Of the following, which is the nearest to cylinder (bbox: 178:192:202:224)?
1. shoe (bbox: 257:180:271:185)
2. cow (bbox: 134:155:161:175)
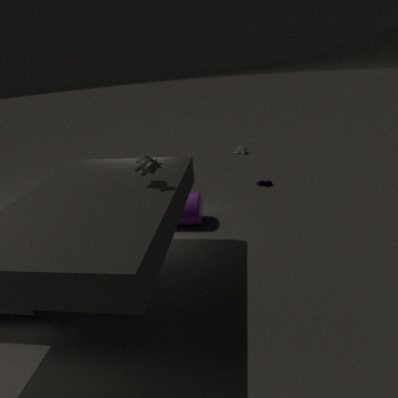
cow (bbox: 134:155:161:175)
